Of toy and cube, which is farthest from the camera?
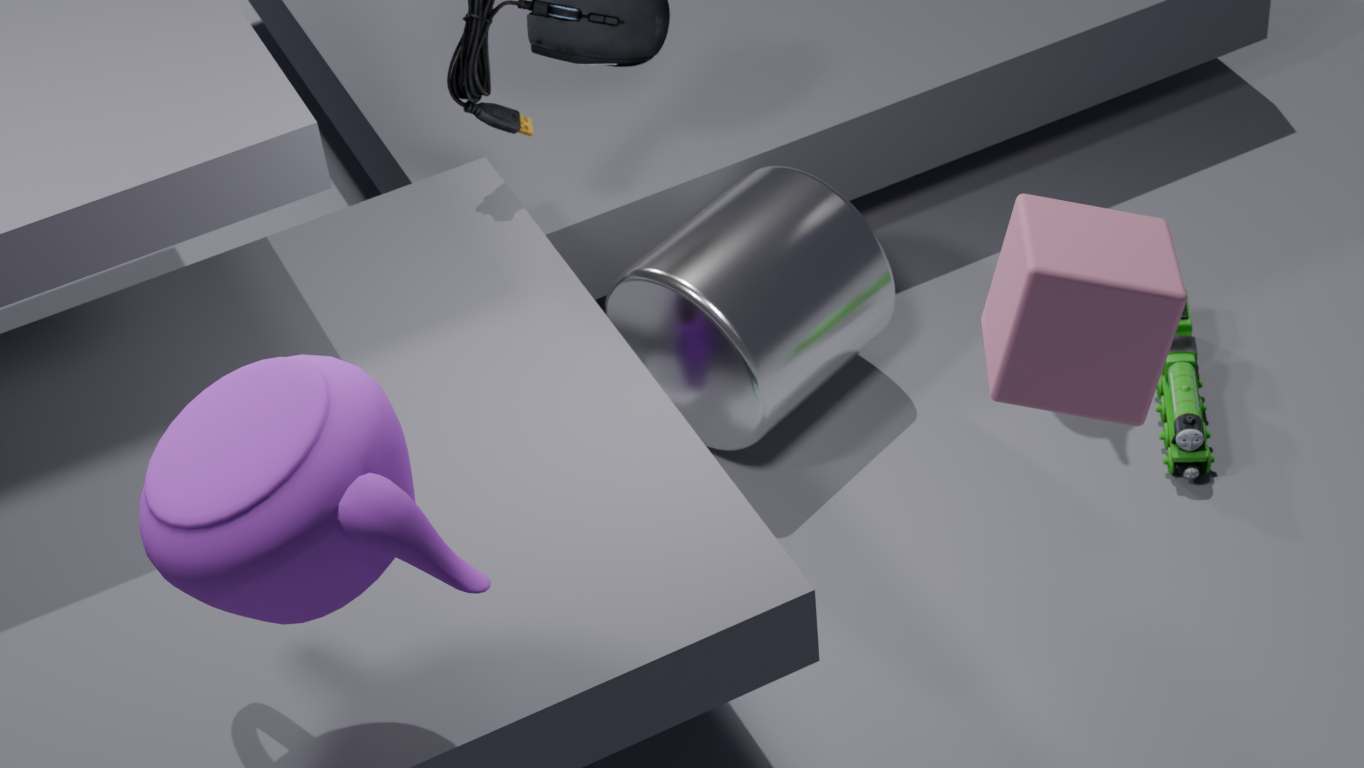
toy
